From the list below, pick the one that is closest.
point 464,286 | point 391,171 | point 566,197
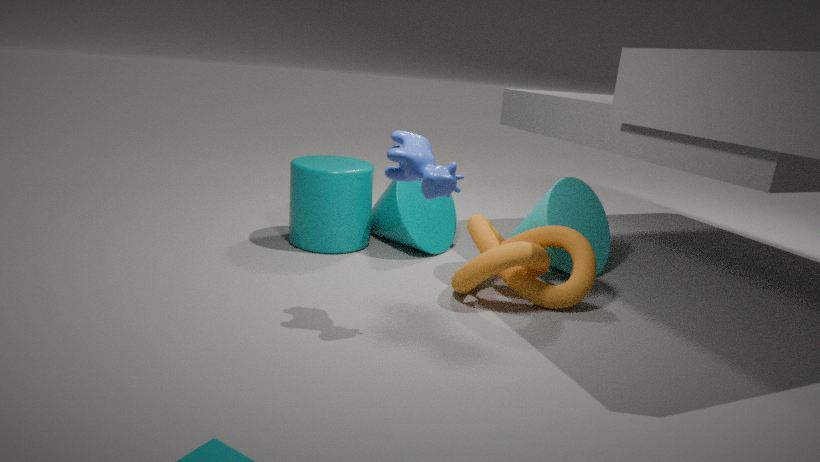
point 391,171
